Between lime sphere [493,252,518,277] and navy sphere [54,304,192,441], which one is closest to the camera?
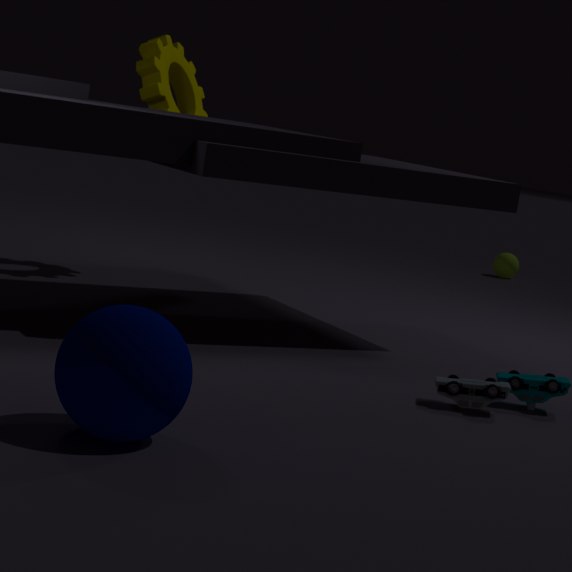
navy sphere [54,304,192,441]
